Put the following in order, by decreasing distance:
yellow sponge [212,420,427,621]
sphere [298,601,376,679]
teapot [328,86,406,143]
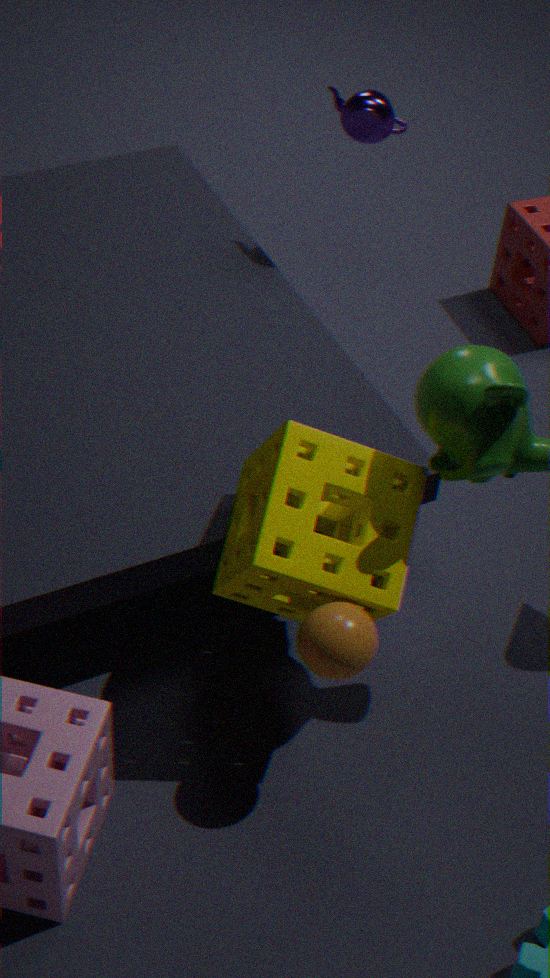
teapot [328,86,406,143] < yellow sponge [212,420,427,621] < sphere [298,601,376,679]
